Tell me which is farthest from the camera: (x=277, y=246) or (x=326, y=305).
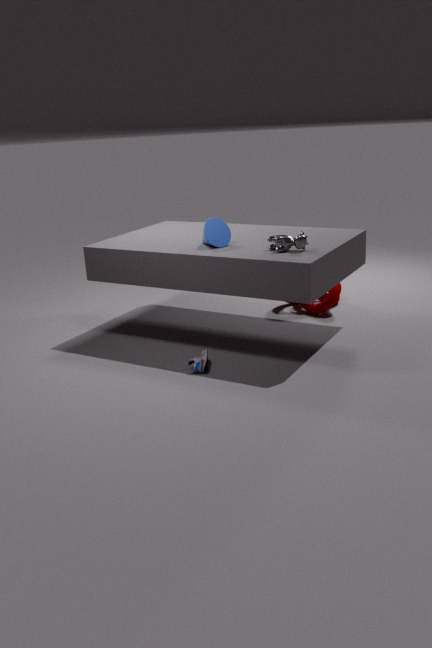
(x=326, y=305)
